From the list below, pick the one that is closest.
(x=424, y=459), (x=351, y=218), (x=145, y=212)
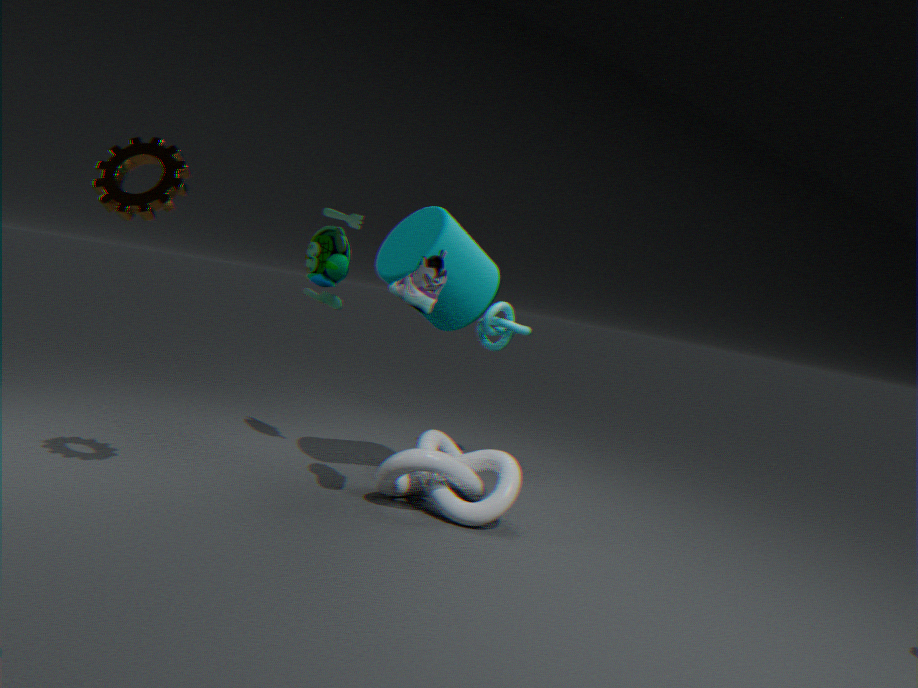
(x=145, y=212)
